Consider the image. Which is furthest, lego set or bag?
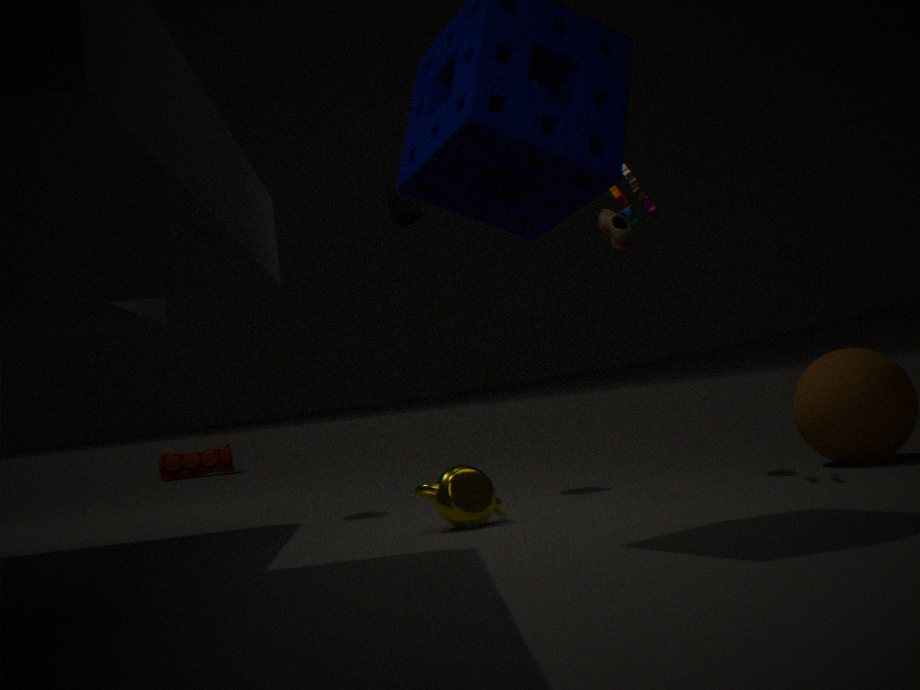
bag
